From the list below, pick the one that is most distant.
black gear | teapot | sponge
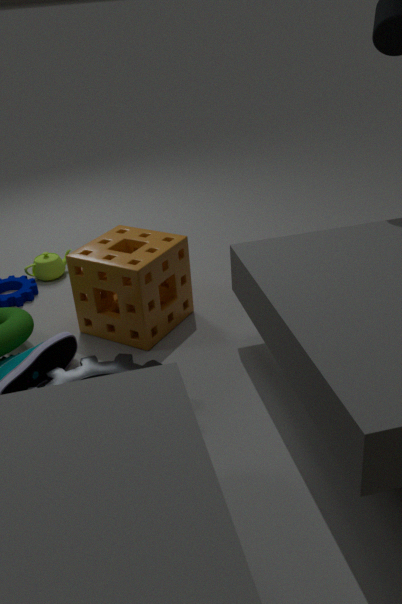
teapot
